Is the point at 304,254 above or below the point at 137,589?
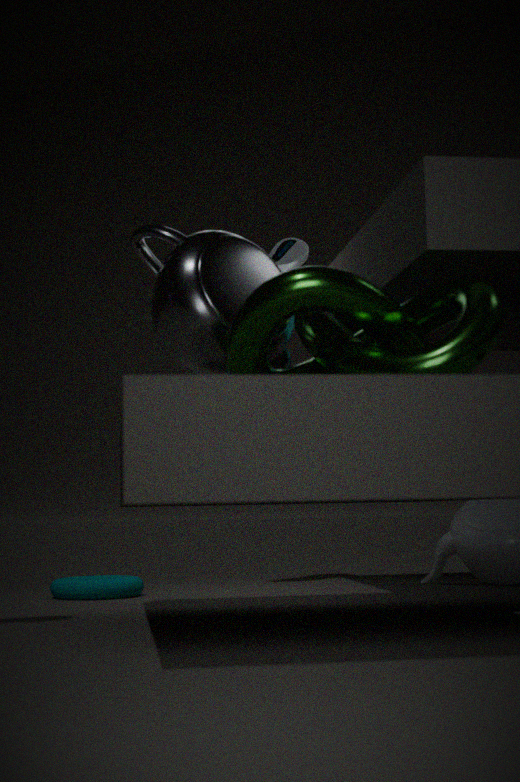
above
